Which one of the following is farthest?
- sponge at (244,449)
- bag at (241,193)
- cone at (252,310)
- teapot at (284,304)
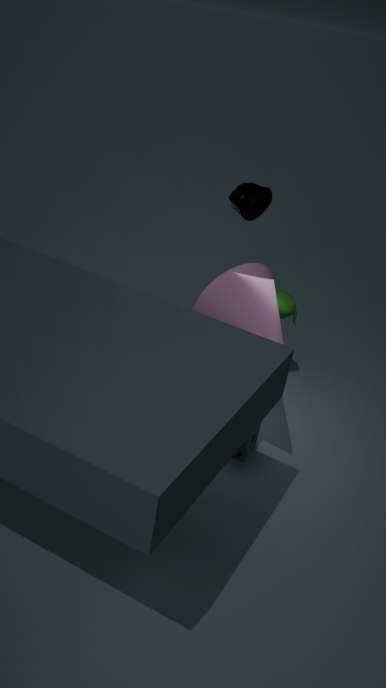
teapot at (284,304)
